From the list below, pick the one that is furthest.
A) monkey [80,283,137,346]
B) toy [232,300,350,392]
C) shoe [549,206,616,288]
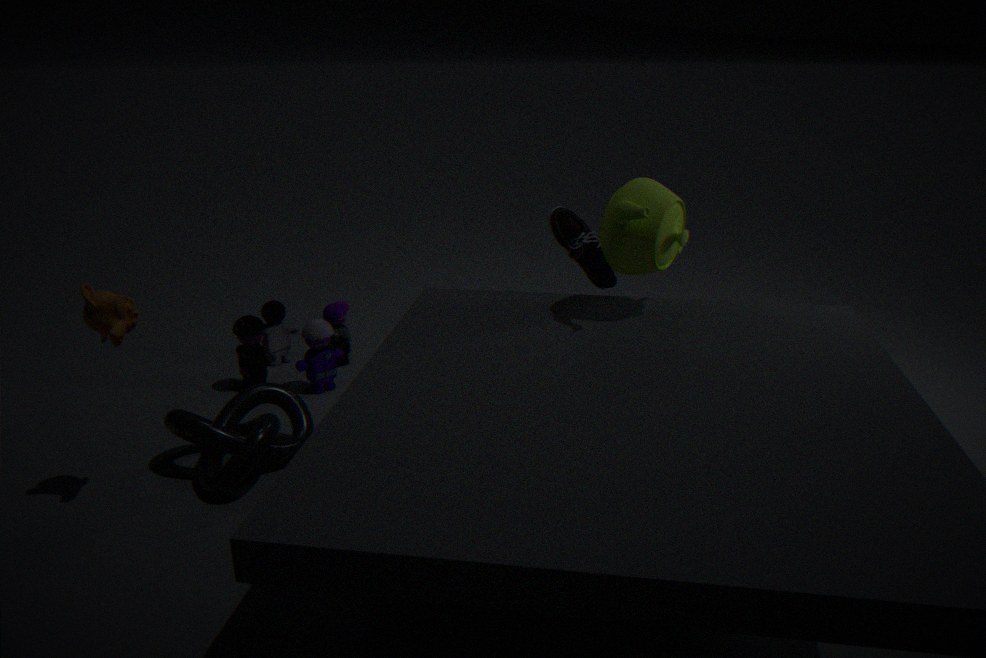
toy [232,300,350,392]
